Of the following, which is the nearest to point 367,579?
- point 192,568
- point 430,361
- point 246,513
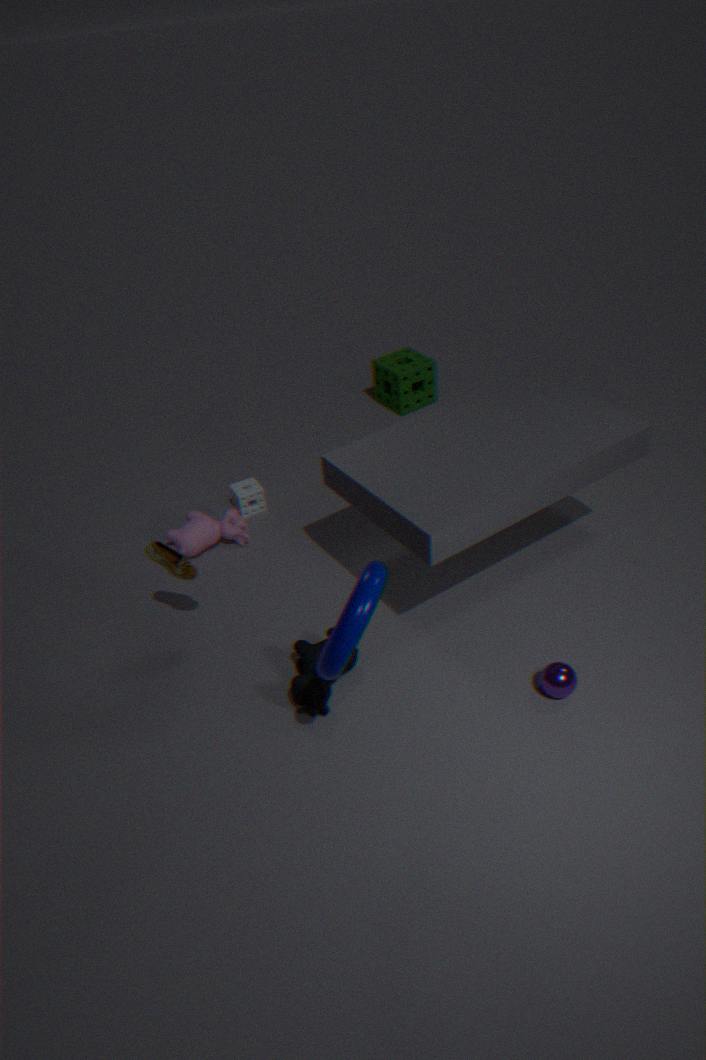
point 192,568
